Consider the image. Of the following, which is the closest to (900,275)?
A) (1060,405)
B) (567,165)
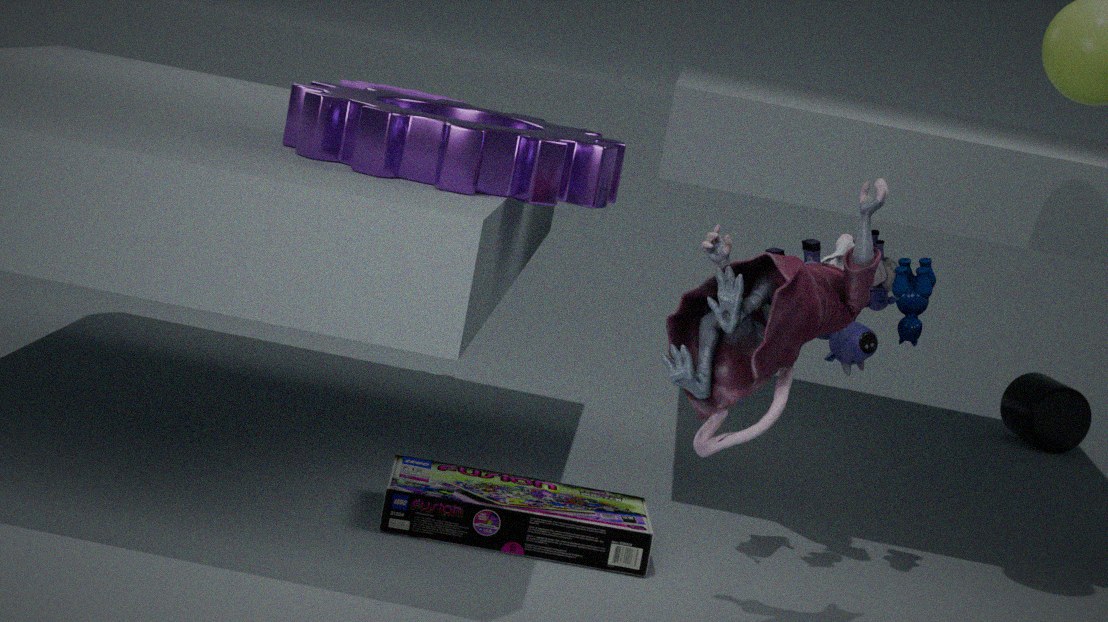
(567,165)
